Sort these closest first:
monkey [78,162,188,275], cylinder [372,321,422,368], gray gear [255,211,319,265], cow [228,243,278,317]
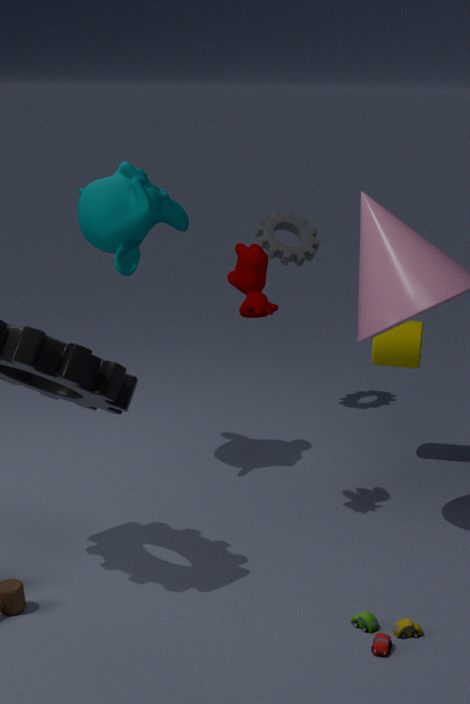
cow [228,243,278,317], monkey [78,162,188,275], cylinder [372,321,422,368], gray gear [255,211,319,265]
